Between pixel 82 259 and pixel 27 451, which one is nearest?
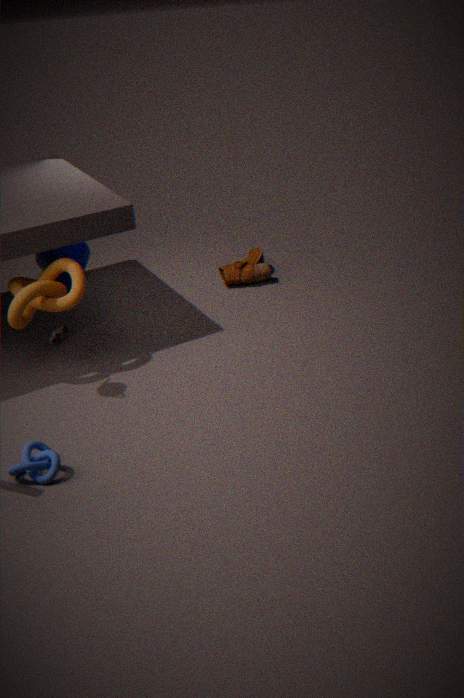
pixel 27 451
